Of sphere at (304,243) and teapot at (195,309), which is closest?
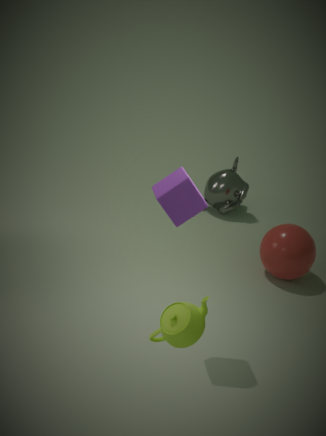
teapot at (195,309)
